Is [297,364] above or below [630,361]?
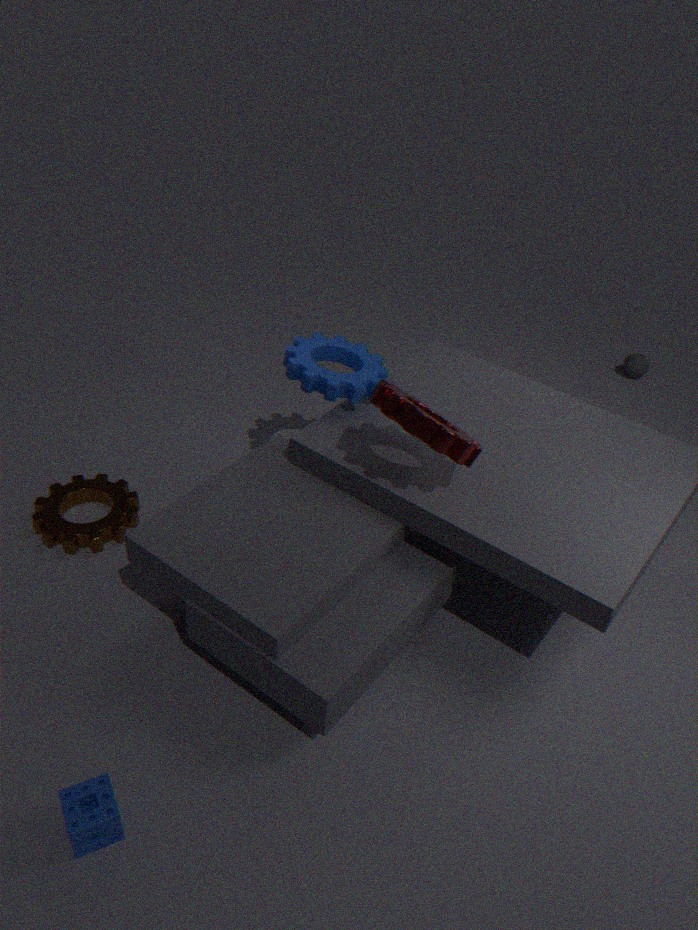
above
